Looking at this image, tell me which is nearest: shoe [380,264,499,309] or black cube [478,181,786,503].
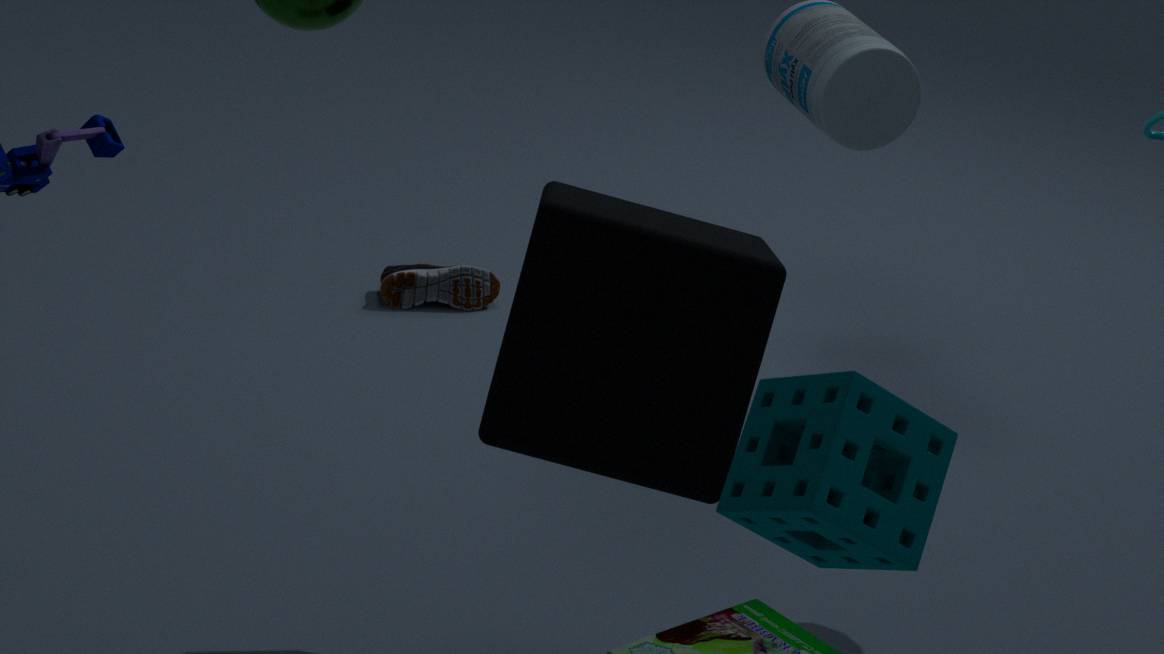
black cube [478,181,786,503]
